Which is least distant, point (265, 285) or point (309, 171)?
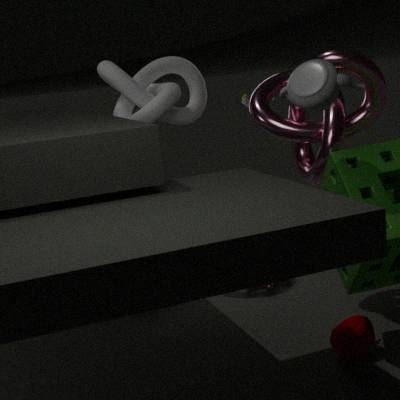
point (309, 171)
